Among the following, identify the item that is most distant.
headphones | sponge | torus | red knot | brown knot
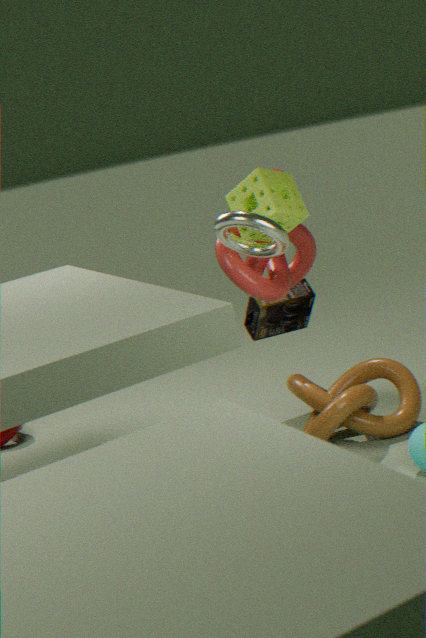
headphones
